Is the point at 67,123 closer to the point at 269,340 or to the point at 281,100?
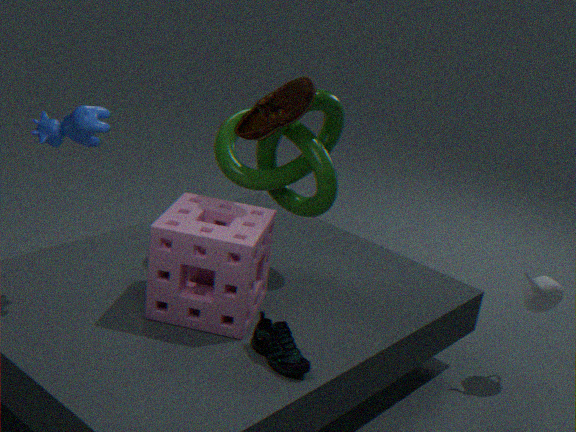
the point at 281,100
